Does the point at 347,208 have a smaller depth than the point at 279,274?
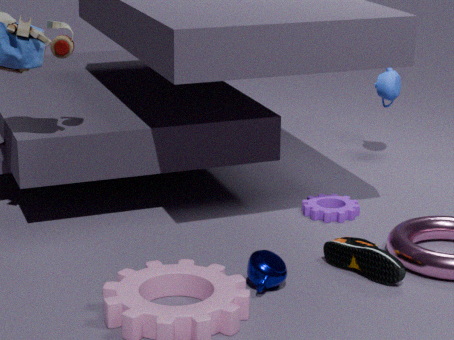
No
